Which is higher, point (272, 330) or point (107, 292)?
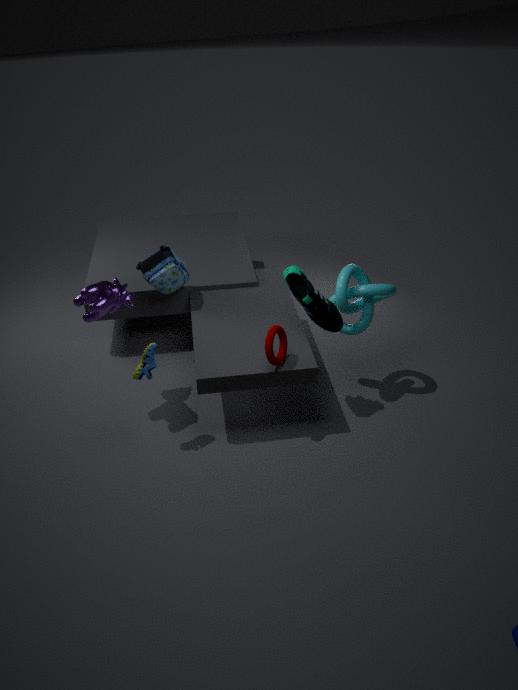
point (107, 292)
